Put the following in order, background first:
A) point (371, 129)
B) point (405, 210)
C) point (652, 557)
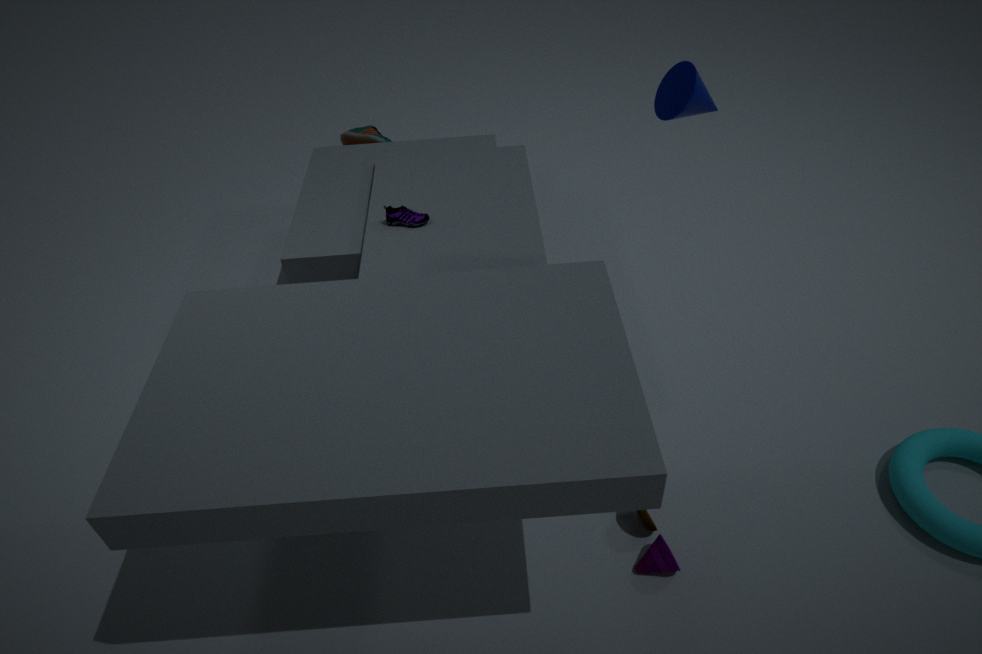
point (371, 129)
point (405, 210)
point (652, 557)
